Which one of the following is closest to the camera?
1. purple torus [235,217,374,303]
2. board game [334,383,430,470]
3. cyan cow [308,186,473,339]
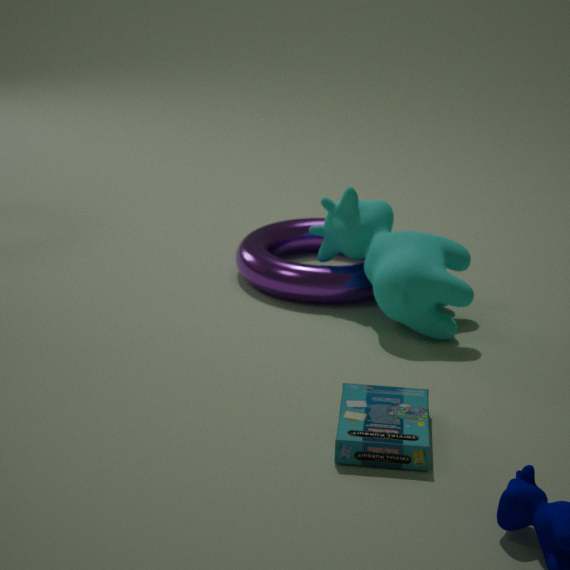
board game [334,383,430,470]
